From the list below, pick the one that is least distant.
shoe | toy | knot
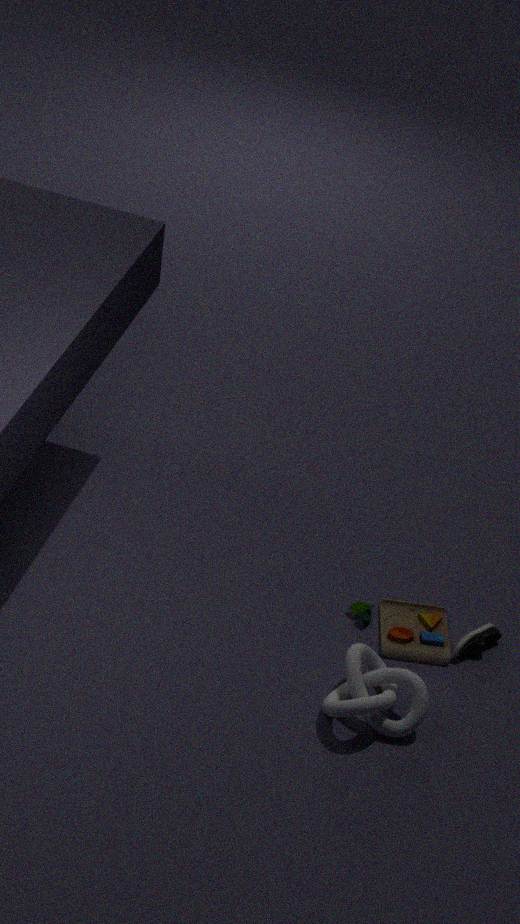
knot
